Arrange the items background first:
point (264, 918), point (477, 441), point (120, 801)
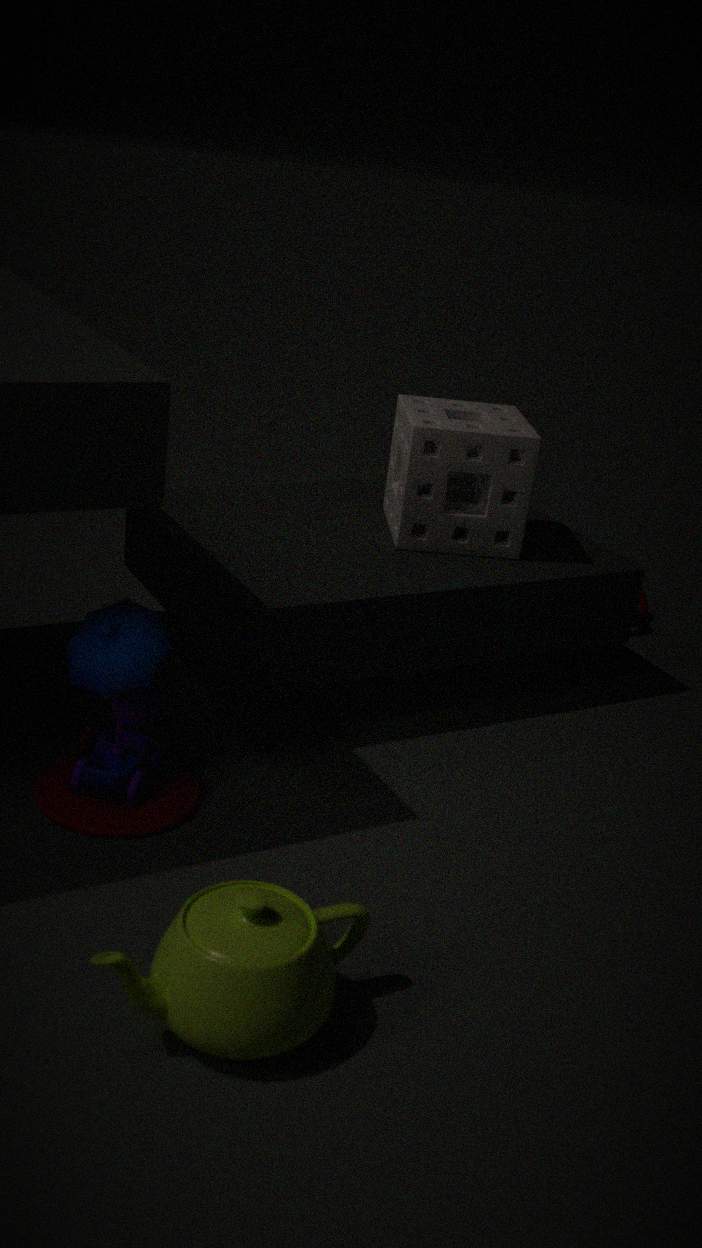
point (477, 441), point (120, 801), point (264, 918)
